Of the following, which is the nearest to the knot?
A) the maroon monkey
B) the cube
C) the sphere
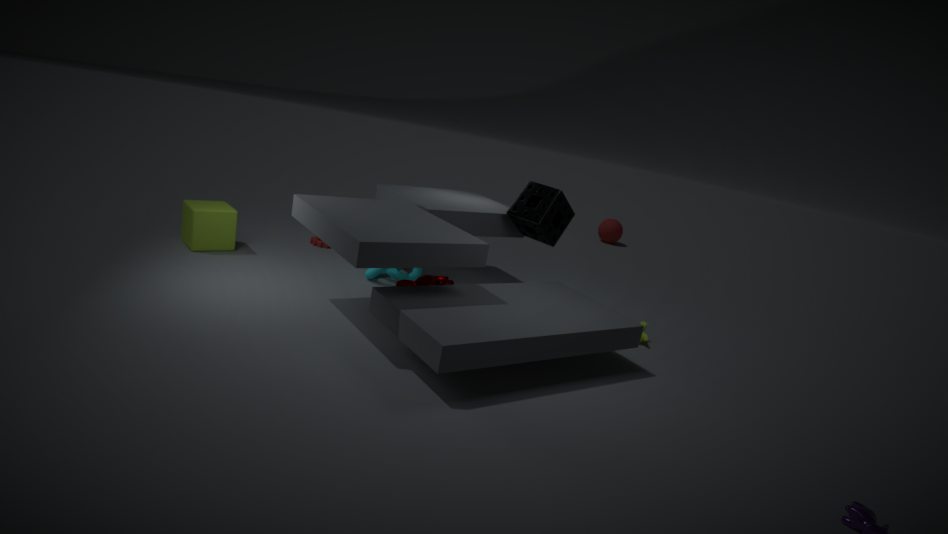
the maroon monkey
